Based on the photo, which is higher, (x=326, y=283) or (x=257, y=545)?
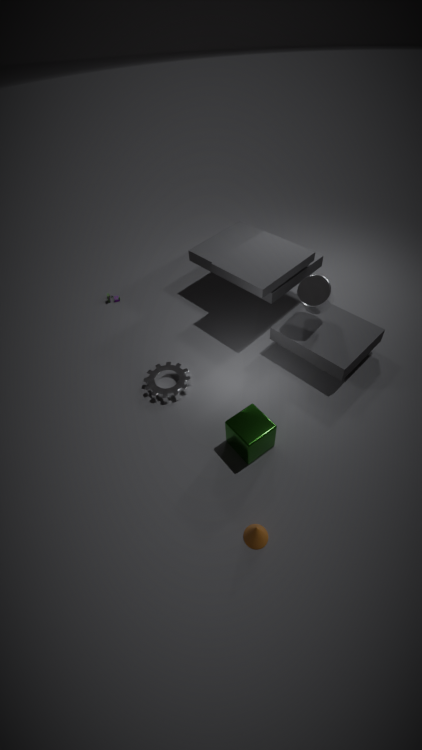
(x=326, y=283)
